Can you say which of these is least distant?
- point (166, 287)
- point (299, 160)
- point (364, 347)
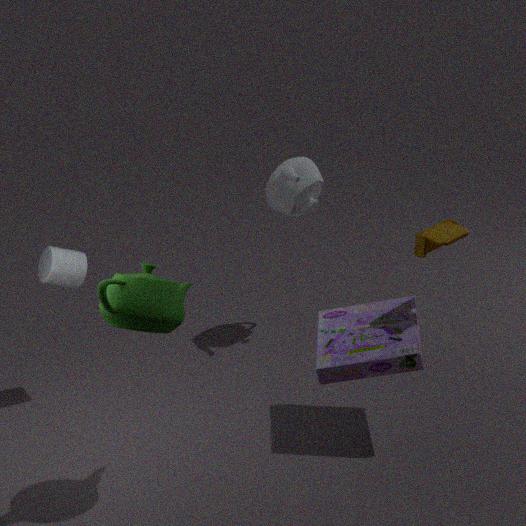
point (166, 287)
